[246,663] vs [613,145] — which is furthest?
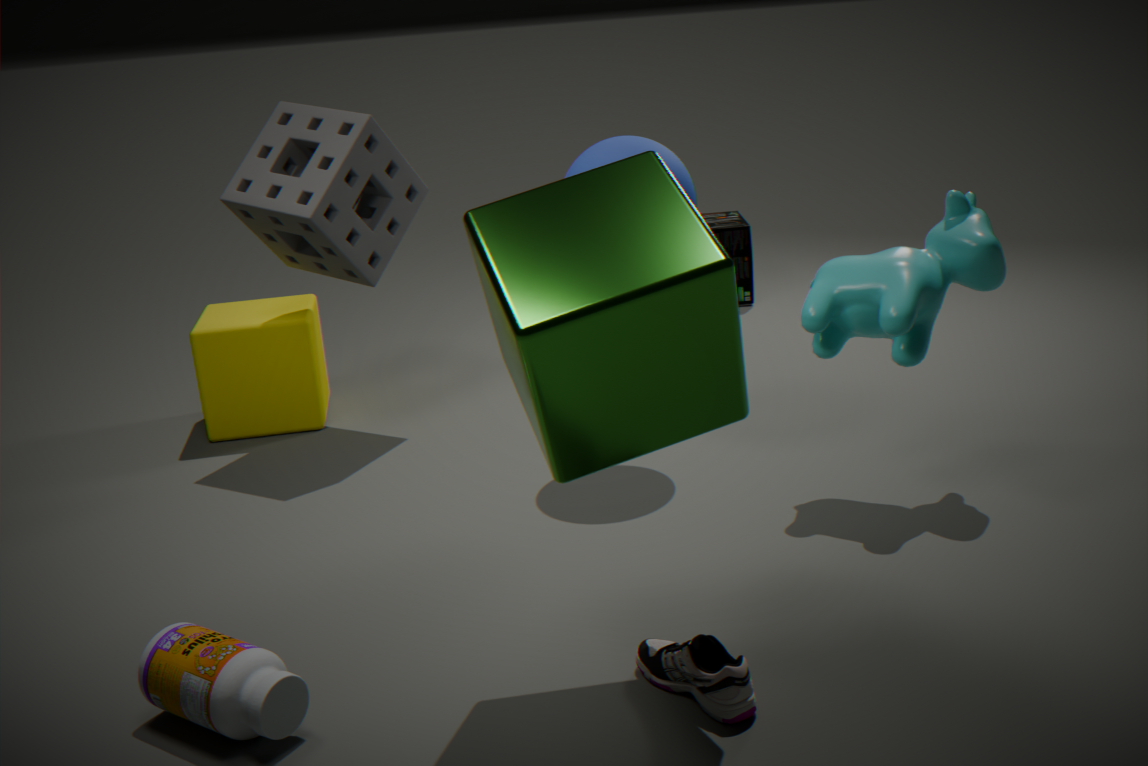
[613,145]
